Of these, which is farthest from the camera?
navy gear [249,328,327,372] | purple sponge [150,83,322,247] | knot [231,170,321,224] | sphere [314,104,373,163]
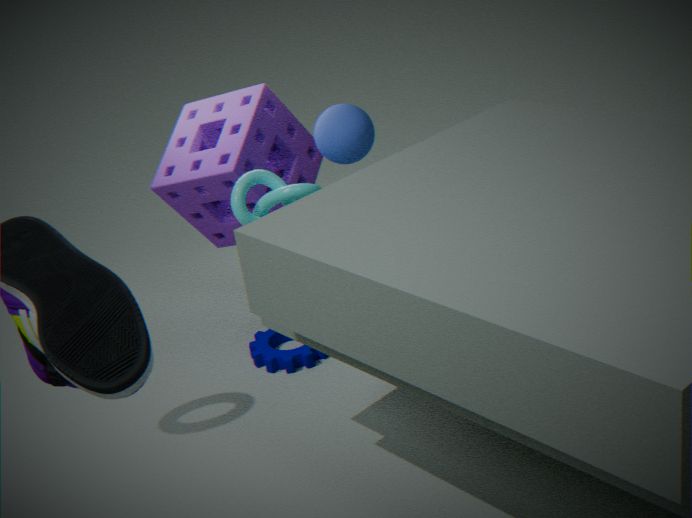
navy gear [249,328,327,372]
